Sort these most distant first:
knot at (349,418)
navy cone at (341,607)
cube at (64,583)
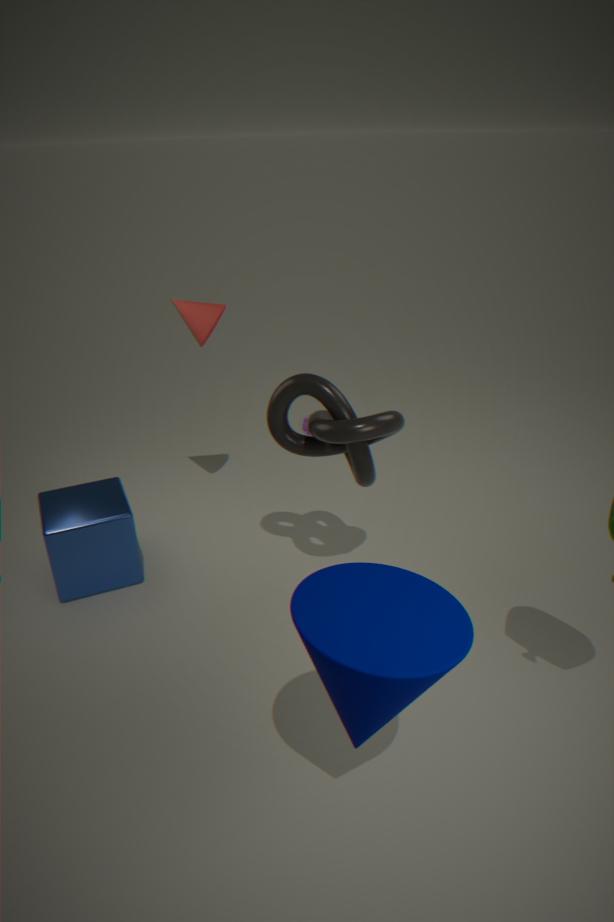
1. cube at (64,583)
2. knot at (349,418)
3. navy cone at (341,607)
